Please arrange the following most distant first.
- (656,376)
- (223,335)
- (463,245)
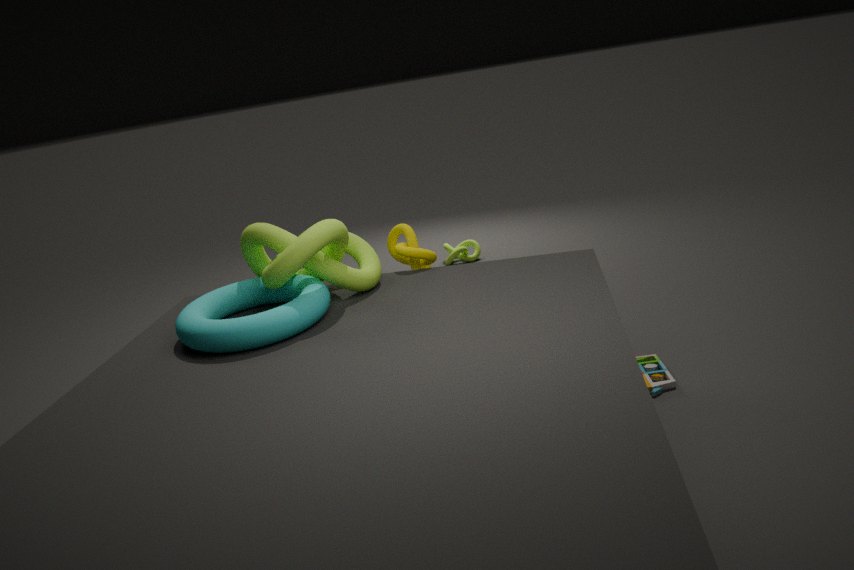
(463,245) → (656,376) → (223,335)
